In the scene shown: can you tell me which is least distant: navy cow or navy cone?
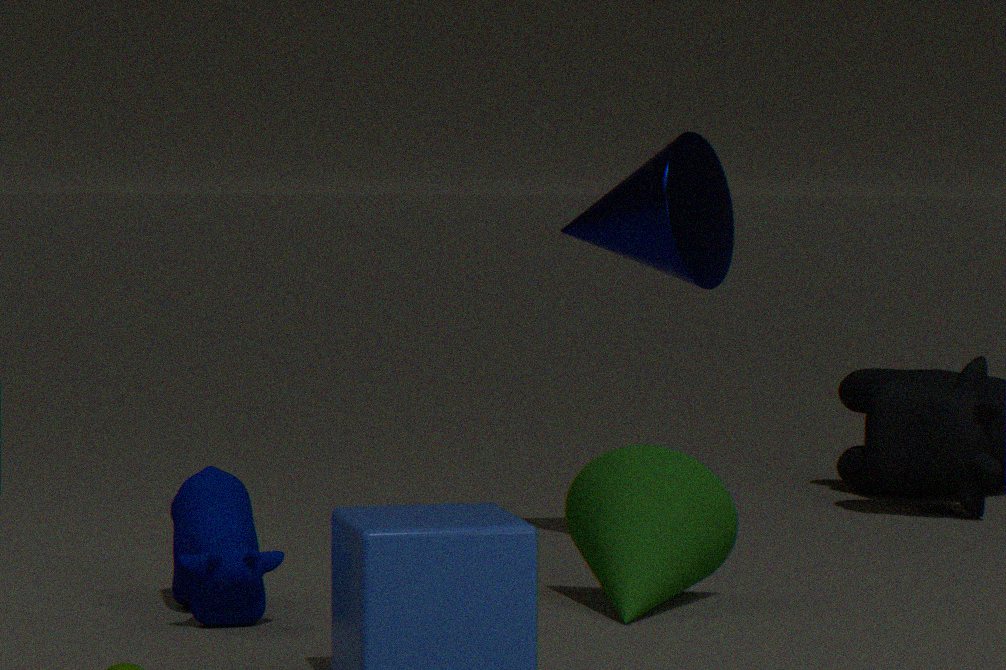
navy cow
